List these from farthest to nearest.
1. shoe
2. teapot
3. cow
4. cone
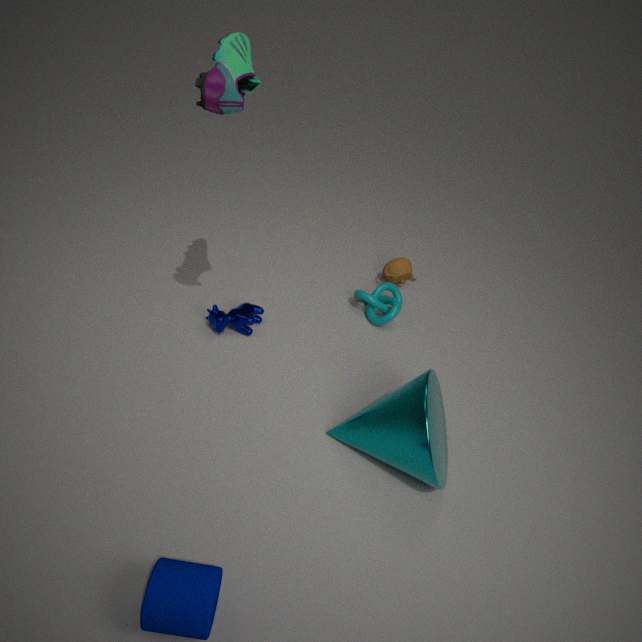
teapot
cow
cone
shoe
